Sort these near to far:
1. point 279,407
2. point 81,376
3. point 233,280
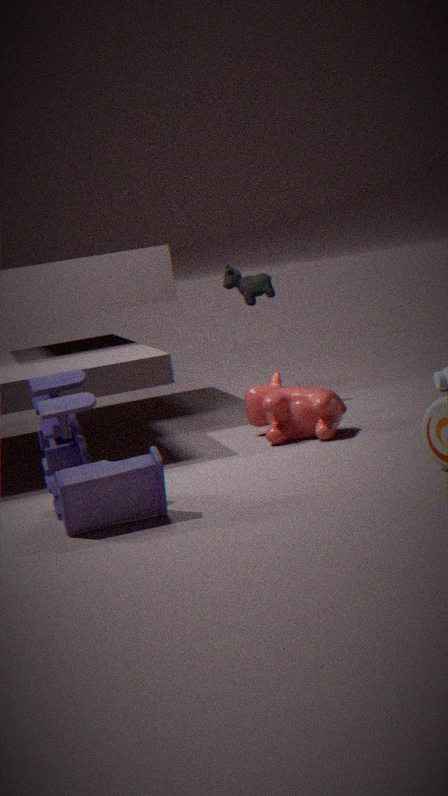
point 81,376 < point 279,407 < point 233,280
